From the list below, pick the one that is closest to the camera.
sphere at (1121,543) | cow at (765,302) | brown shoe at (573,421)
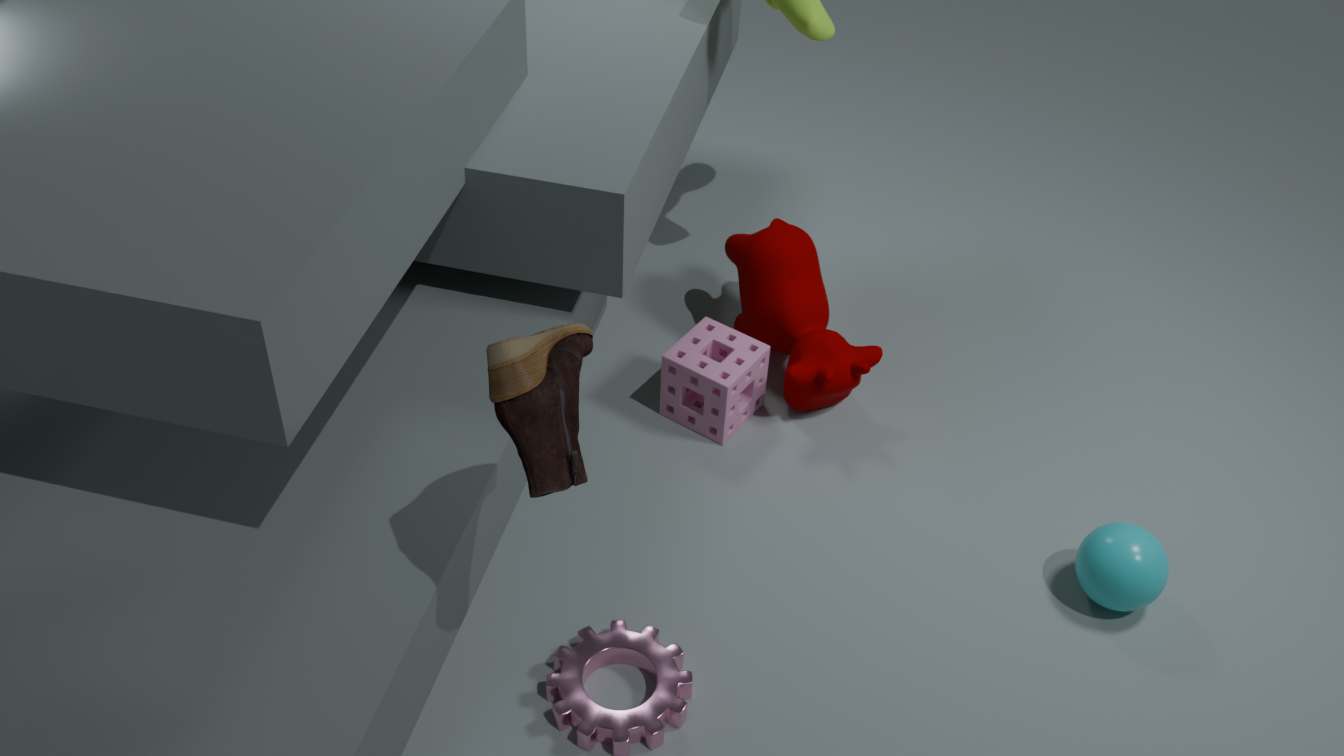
brown shoe at (573,421)
